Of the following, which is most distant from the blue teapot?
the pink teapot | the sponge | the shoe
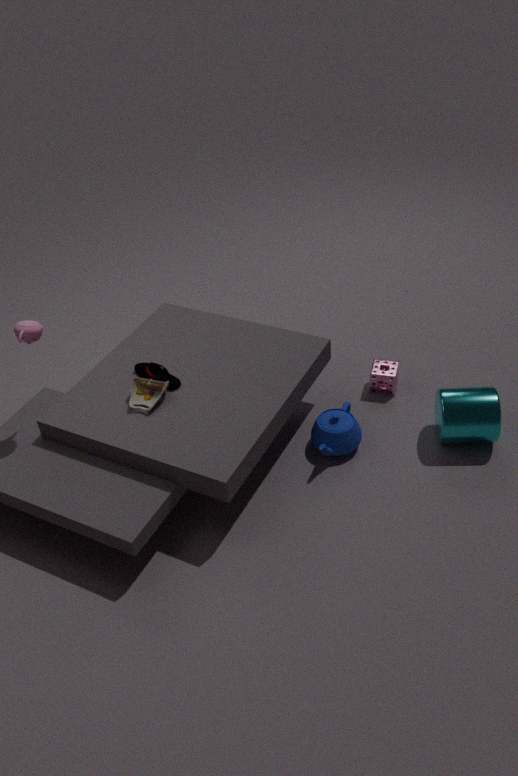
the pink teapot
